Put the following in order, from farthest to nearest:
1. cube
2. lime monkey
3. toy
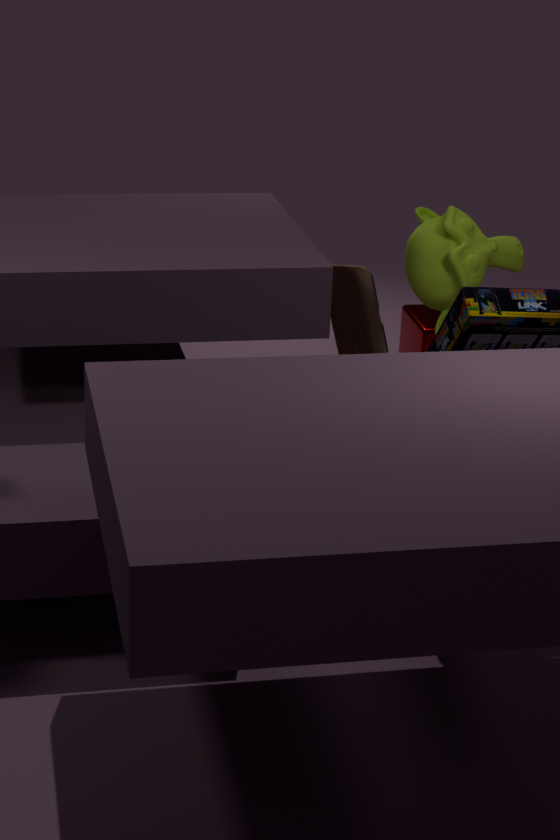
cube, toy, lime monkey
